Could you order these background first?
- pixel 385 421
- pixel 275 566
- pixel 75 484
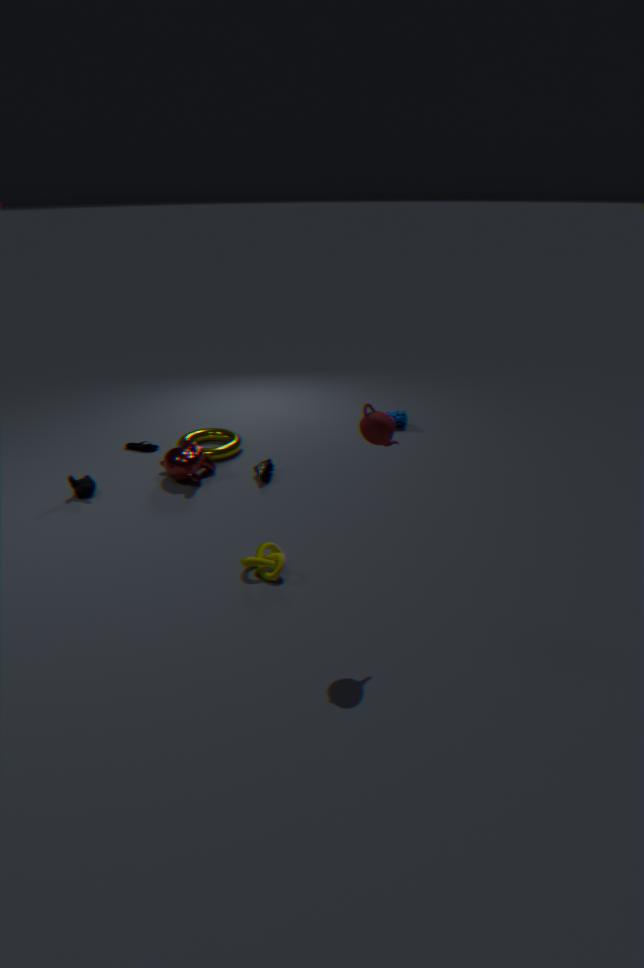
pixel 75 484, pixel 275 566, pixel 385 421
